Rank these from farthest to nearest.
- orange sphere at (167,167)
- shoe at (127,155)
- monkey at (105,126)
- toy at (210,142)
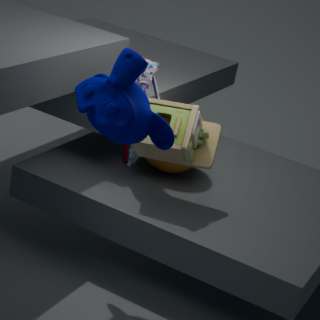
orange sphere at (167,167) → shoe at (127,155) → toy at (210,142) → monkey at (105,126)
